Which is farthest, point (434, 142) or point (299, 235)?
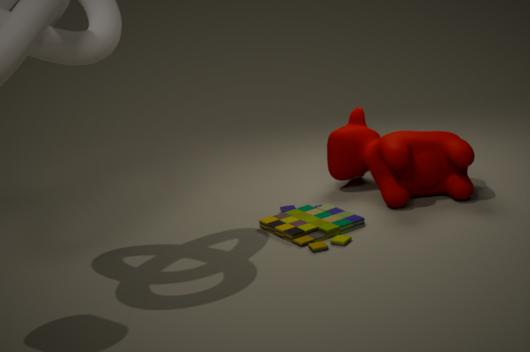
point (434, 142)
